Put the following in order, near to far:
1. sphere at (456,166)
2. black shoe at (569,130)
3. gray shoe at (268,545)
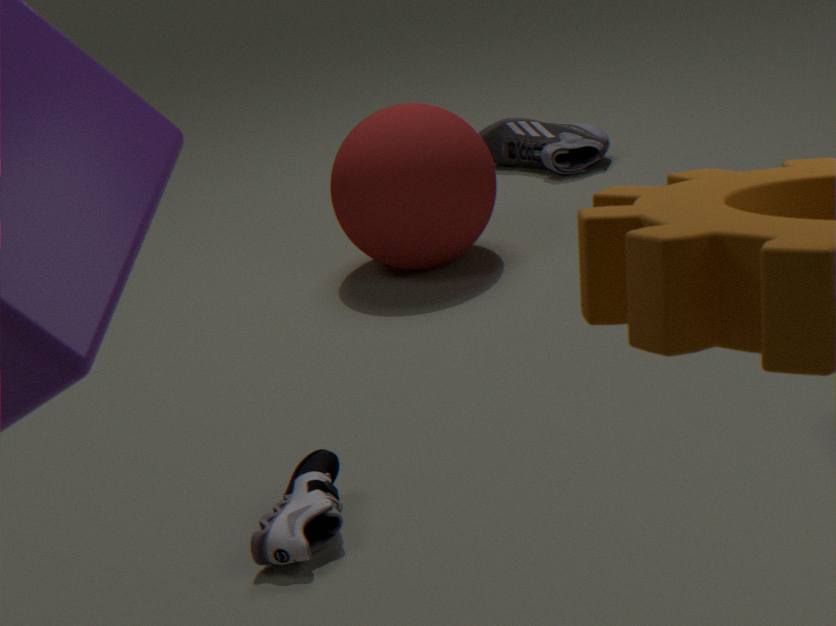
gray shoe at (268,545) < sphere at (456,166) < black shoe at (569,130)
